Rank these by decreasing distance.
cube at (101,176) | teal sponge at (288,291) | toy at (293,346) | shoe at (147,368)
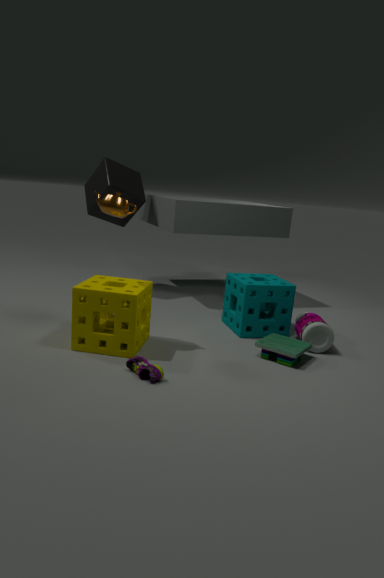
1. cube at (101,176)
2. teal sponge at (288,291)
3. toy at (293,346)
4. shoe at (147,368)
